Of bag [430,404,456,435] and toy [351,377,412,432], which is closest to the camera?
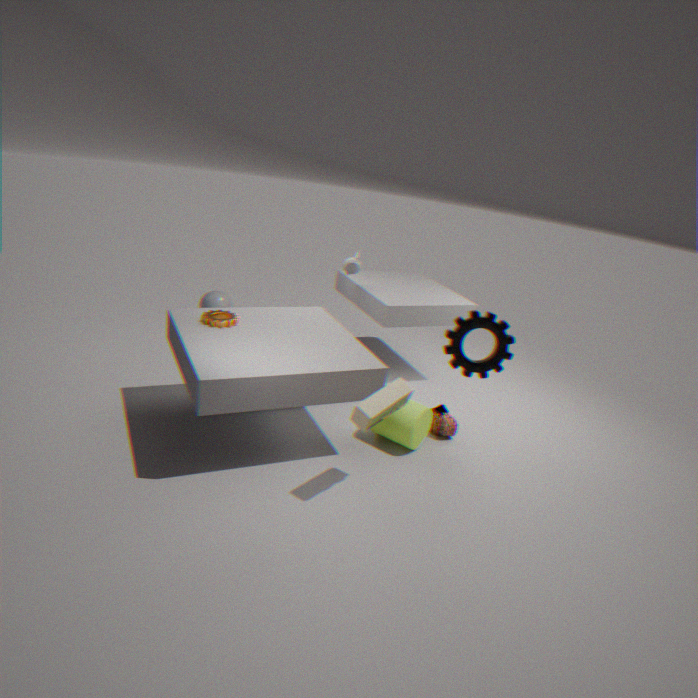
toy [351,377,412,432]
